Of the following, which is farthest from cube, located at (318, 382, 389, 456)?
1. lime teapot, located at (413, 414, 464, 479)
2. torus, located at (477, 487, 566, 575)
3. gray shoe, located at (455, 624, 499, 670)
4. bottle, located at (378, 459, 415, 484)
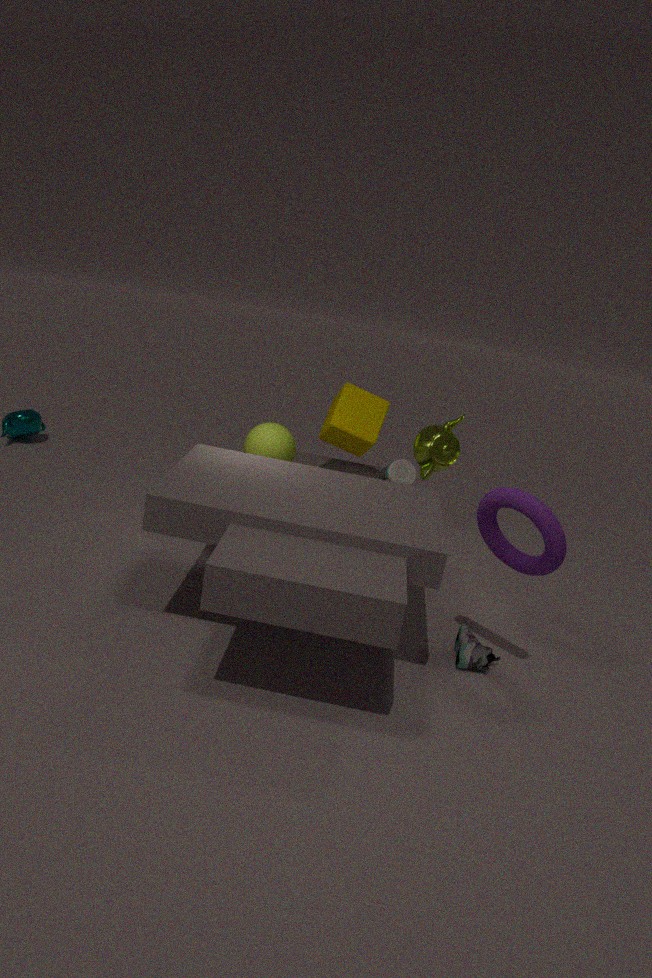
gray shoe, located at (455, 624, 499, 670)
